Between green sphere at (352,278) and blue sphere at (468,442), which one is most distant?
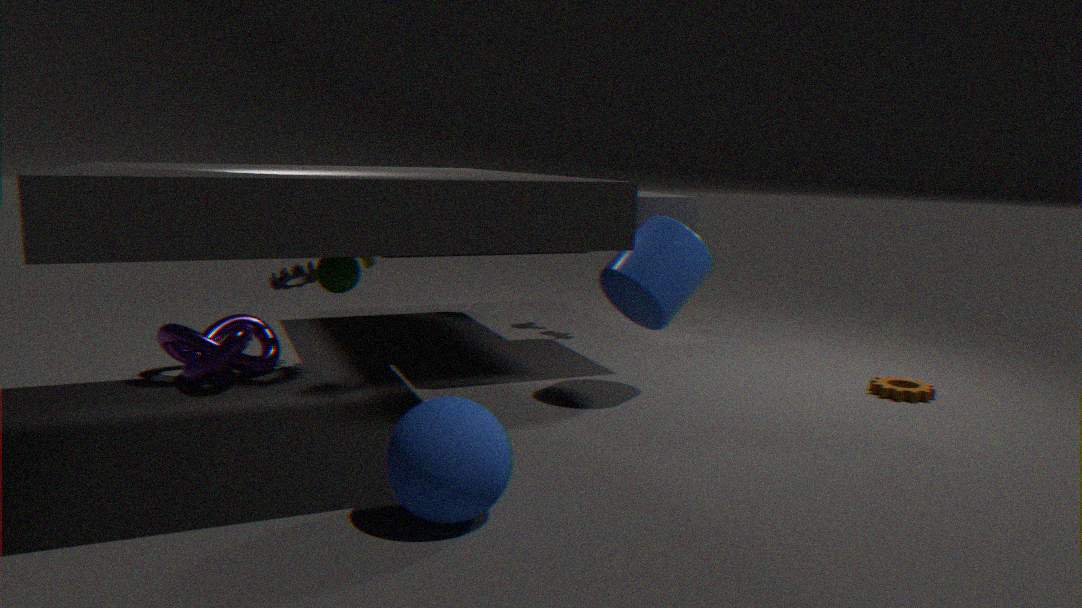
green sphere at (352,278)
